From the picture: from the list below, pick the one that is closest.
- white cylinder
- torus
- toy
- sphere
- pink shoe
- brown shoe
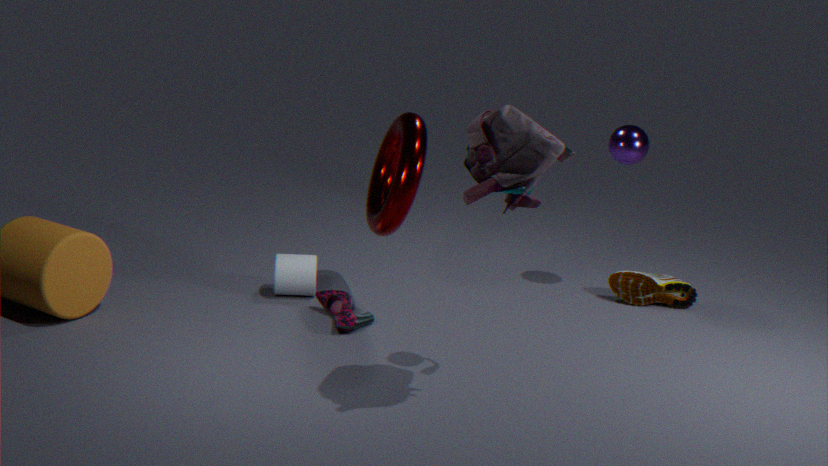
toy
